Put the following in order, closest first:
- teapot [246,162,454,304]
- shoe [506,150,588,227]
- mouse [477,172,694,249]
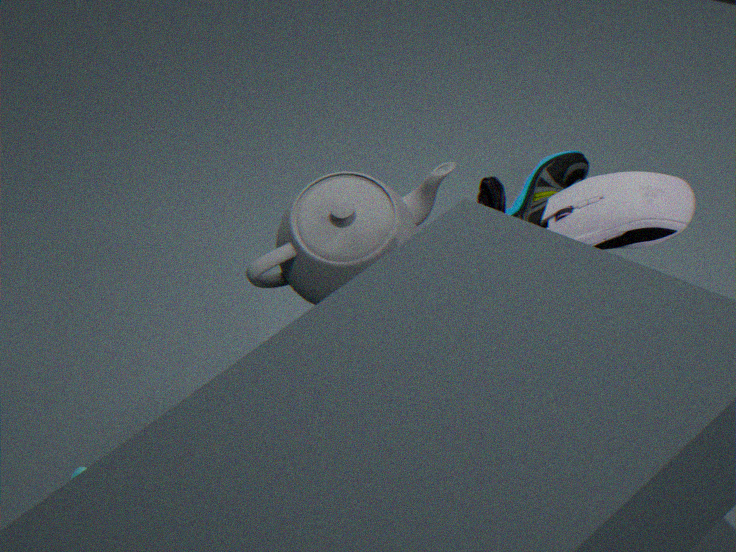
mouse [477,172,694,249] → teapot [246,162,454,304] → shoe [506,150,588,227]
